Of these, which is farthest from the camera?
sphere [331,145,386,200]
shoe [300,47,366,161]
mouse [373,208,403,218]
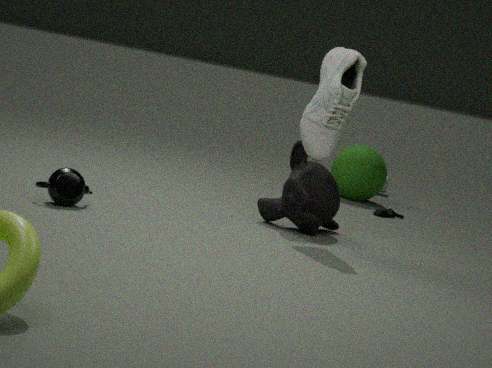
sphere [331,145,386,200]
